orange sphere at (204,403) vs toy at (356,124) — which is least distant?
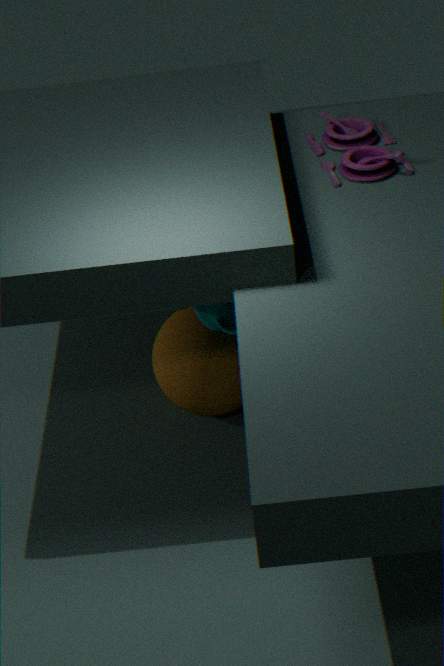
toy at (356,124)
